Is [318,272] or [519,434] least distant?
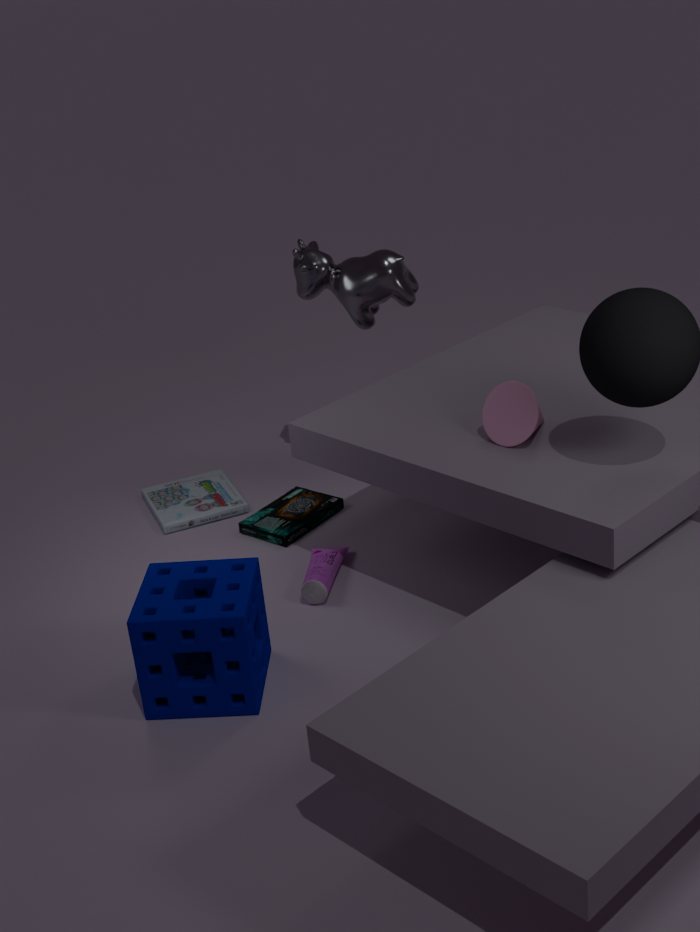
[519,434]
